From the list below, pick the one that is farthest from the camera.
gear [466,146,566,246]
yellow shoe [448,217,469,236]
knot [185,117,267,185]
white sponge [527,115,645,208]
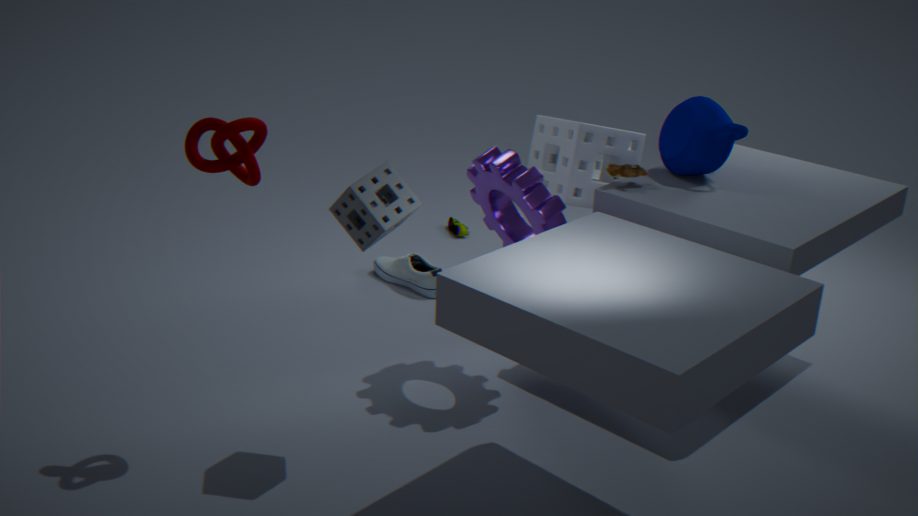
yellow shoe [448,217,469,236]
